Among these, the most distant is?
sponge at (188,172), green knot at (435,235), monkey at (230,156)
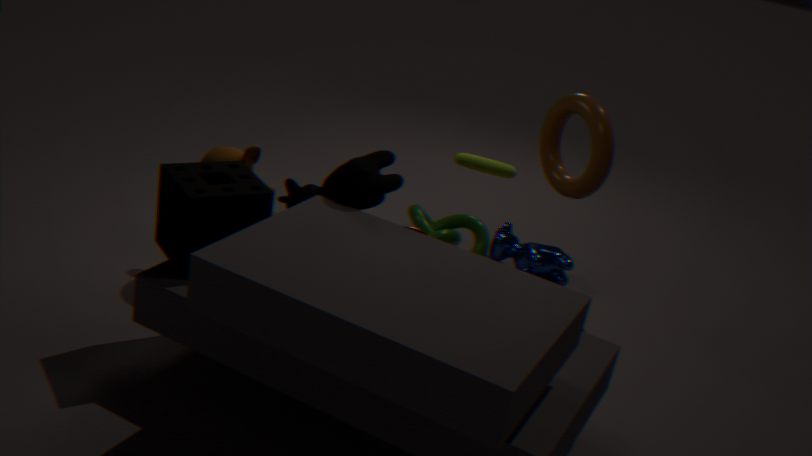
green knot at (435,235)
